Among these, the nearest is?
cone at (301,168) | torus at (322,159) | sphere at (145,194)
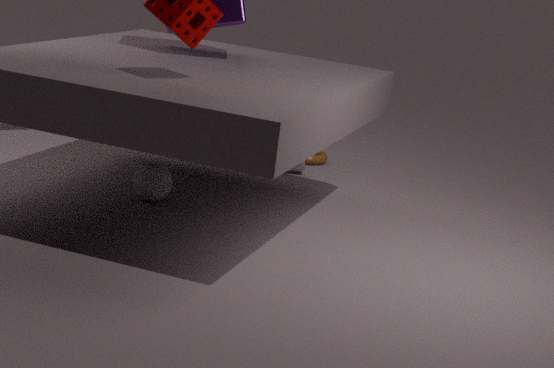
sphere at (145,194)
